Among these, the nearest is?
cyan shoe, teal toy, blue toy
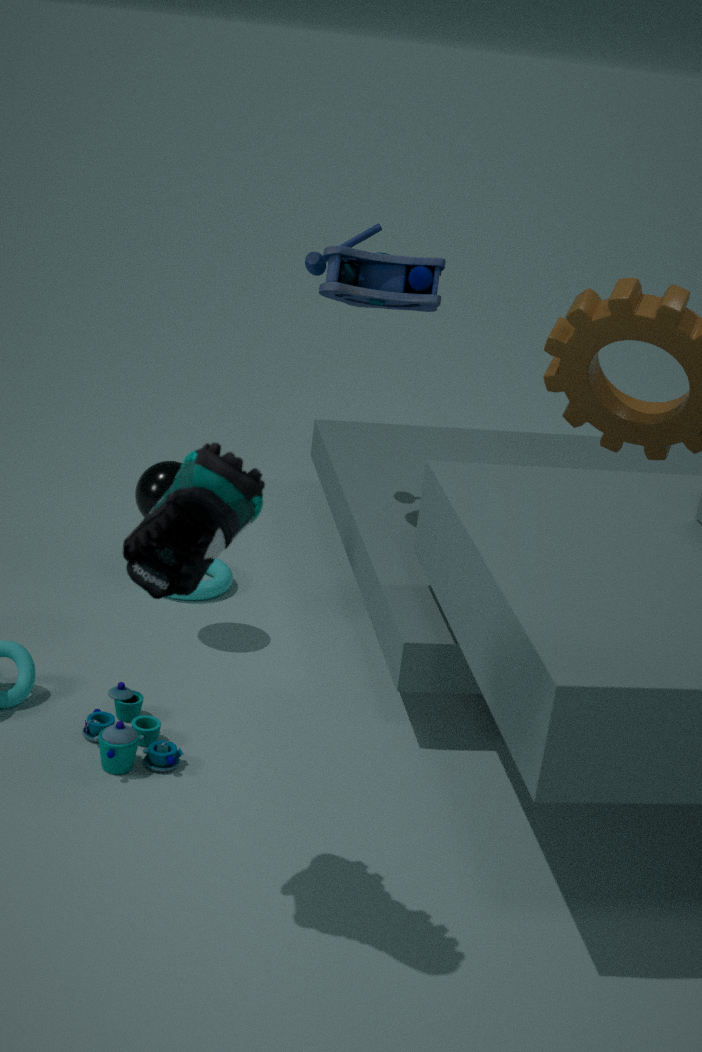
cyan shoe
